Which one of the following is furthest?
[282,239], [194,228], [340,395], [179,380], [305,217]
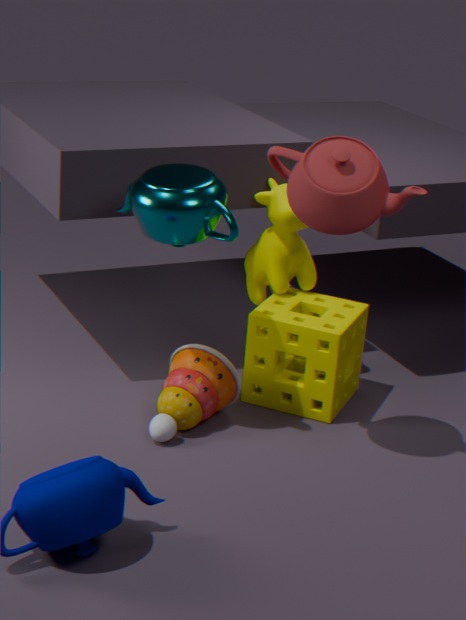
[282,239]
